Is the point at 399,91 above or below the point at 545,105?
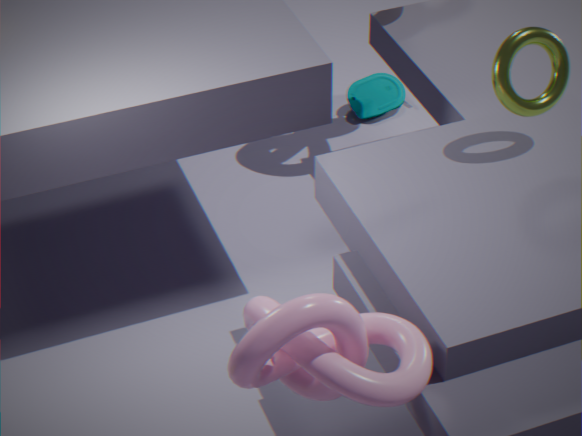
below
